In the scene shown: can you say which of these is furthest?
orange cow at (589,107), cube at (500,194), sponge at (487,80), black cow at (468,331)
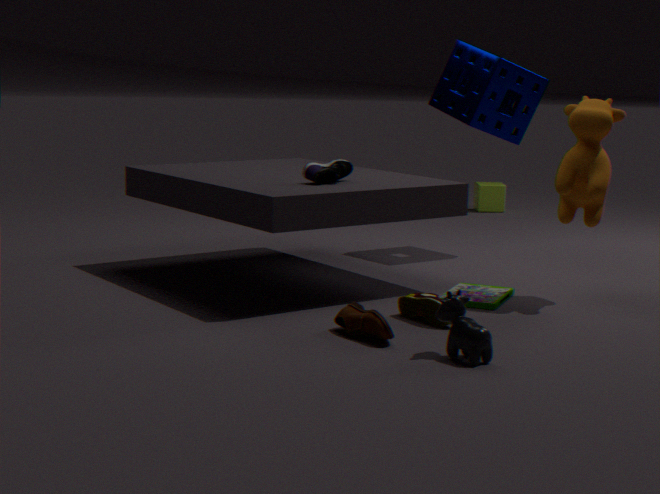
cube at (500,194)
